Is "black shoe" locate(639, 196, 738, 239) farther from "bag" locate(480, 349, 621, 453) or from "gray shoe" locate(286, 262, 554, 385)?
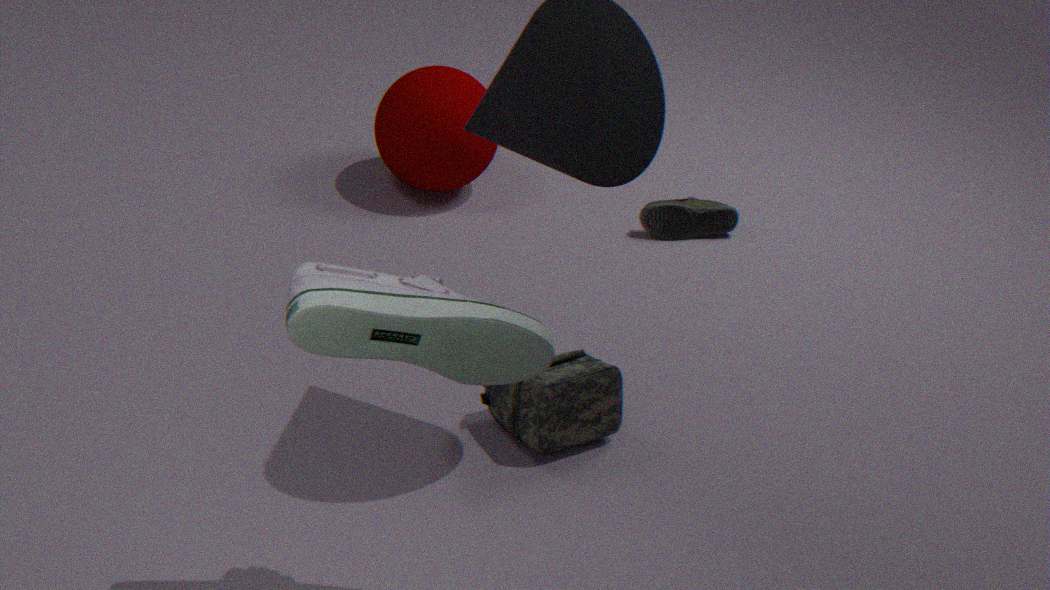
"gray shoe" locate(286, 262, 554, 385)
